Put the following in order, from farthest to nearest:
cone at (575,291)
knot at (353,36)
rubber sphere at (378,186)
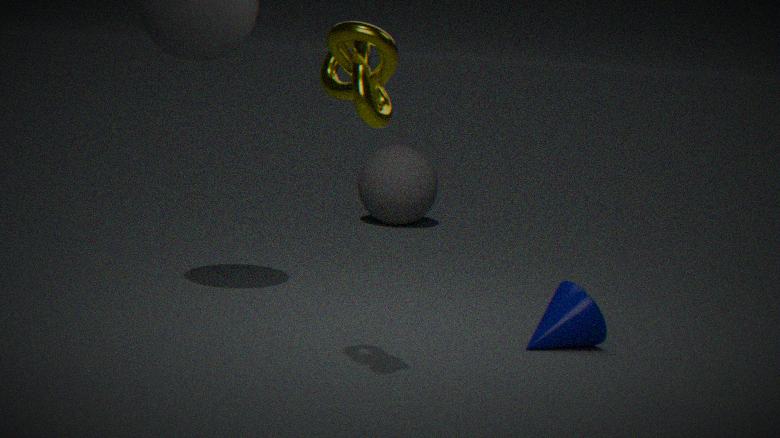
rubber sphere at (378,186) < cone at (575,291) < knot at (353,36)
